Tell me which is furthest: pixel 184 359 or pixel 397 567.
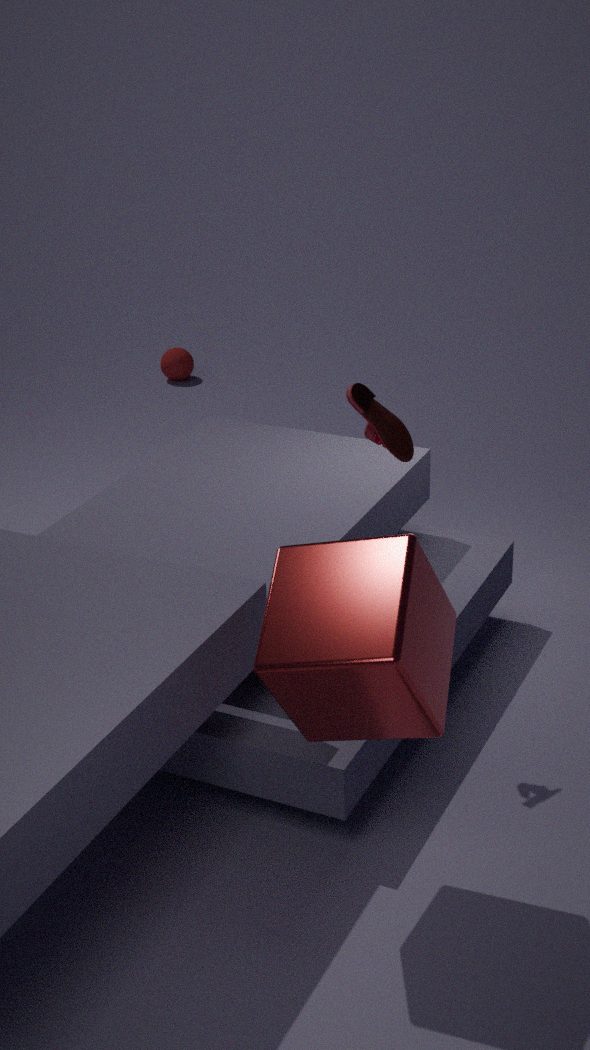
pixel 184 359
